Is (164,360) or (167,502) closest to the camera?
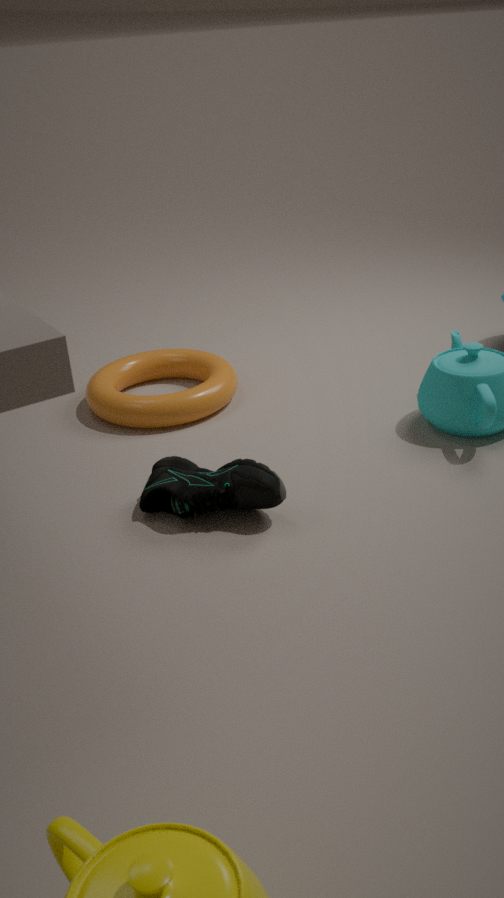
(167,502)
